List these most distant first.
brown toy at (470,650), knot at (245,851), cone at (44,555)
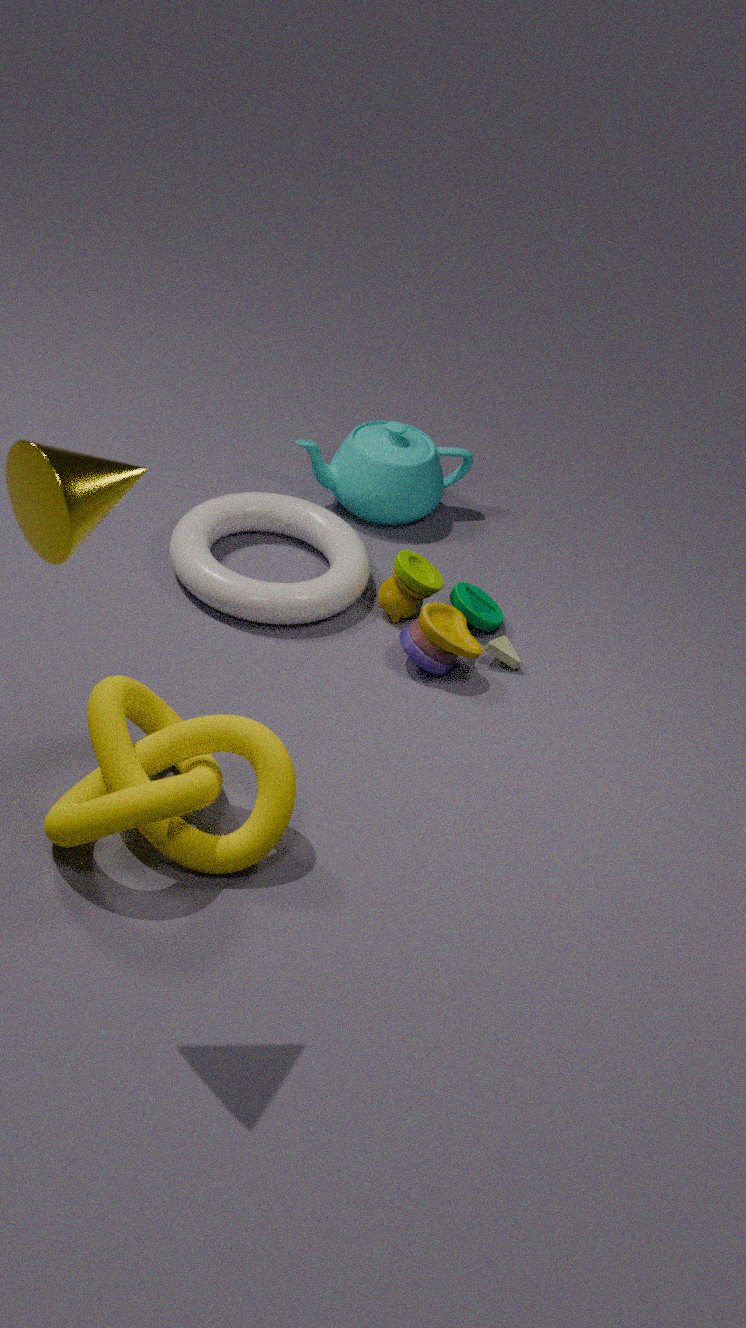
brown toy at (470,650), knot at (245,851), cone at (44,555)
